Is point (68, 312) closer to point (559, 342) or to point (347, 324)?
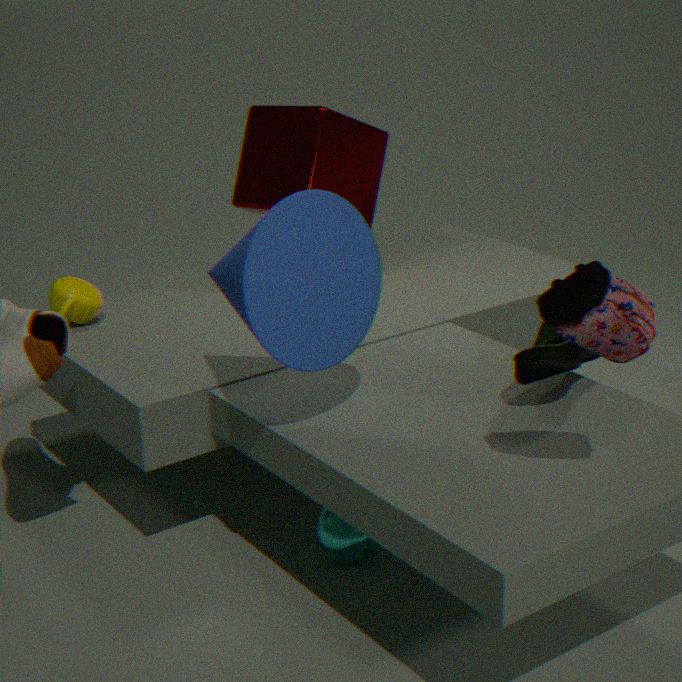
point (347, 324)
